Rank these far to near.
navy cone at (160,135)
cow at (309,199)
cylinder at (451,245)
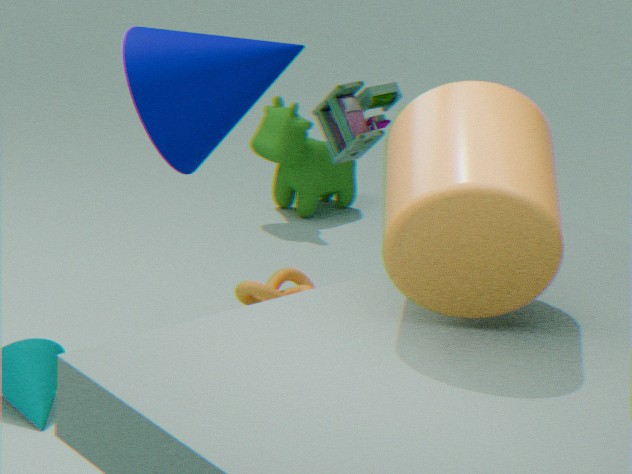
cow at (309,199)
navy cone at (160,135)
cylinder at (451,245)
